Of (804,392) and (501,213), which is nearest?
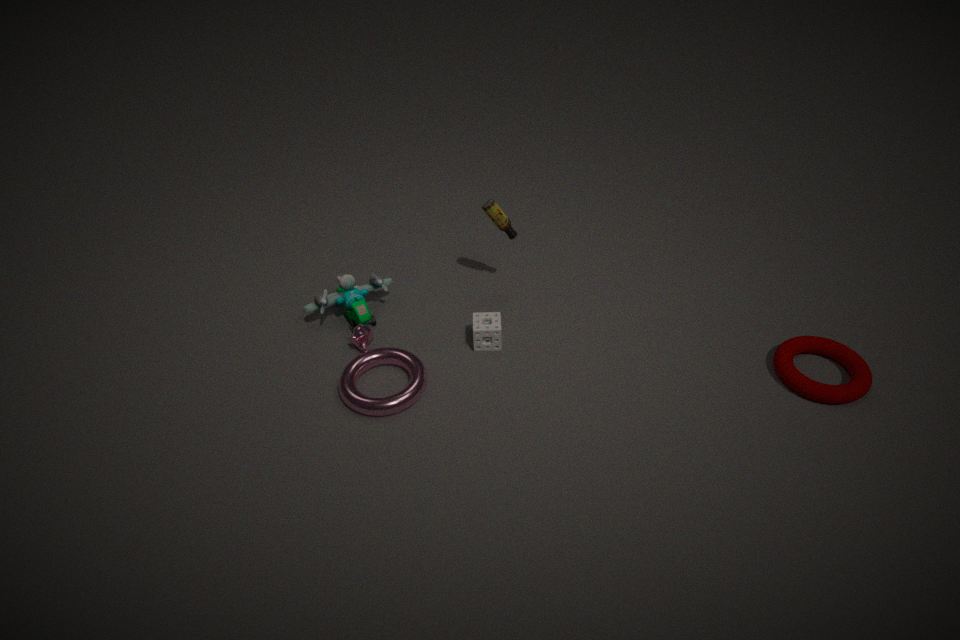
(804,392)
